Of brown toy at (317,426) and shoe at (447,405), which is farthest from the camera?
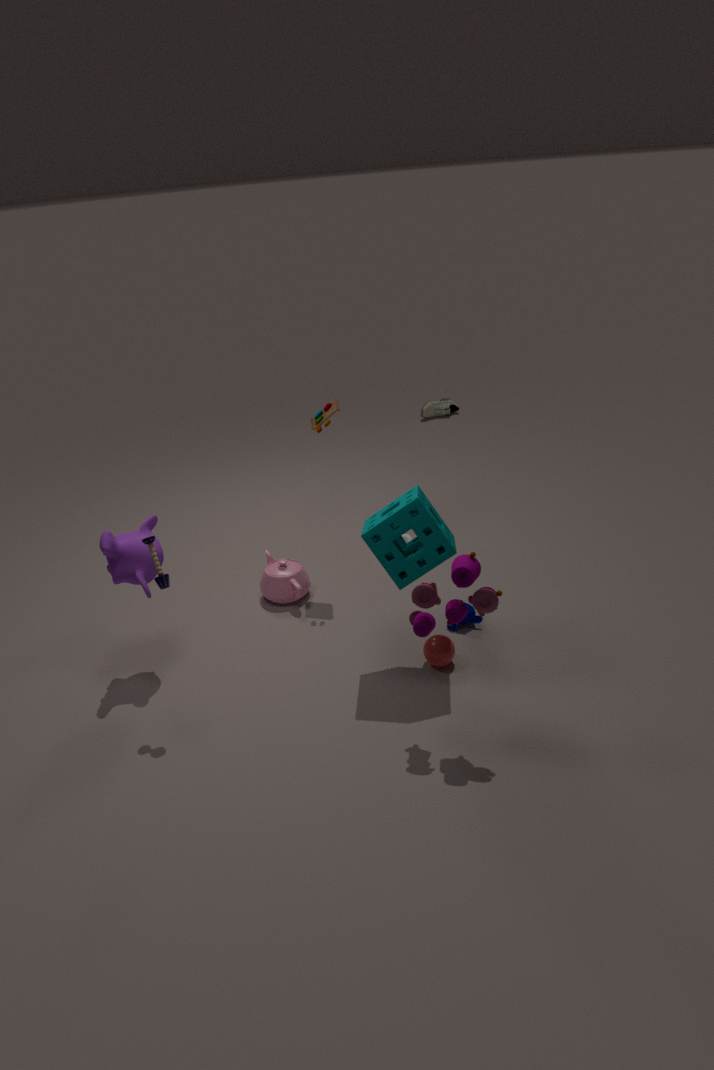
shoe at (447,405)
